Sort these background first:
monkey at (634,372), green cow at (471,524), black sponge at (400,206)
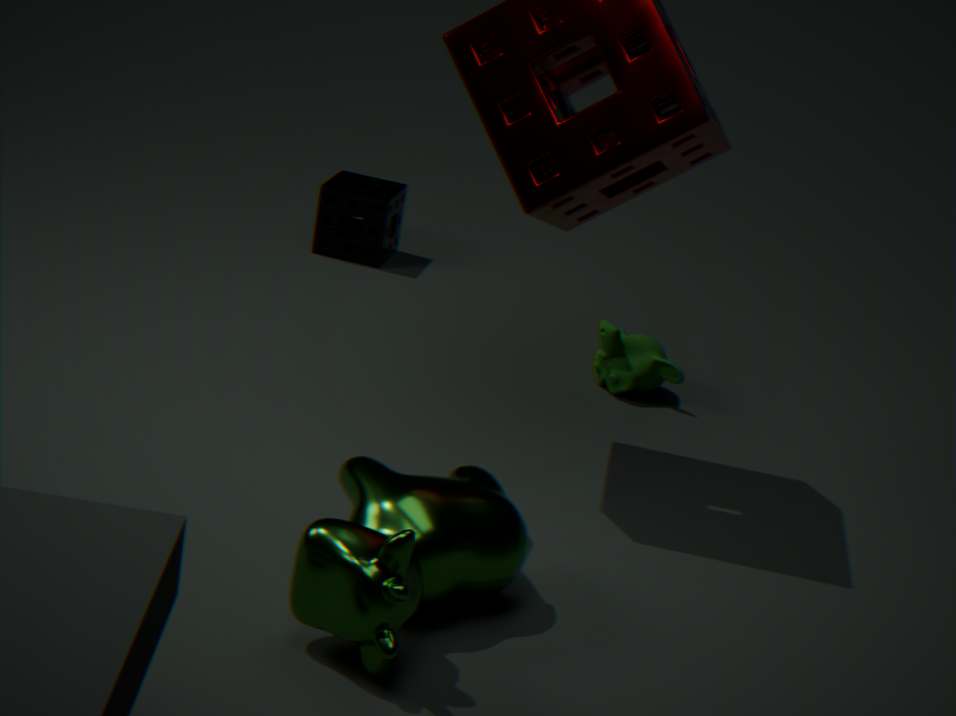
black sponge at (400,206) → monkey at (634,372) → green cow at (471,524)
